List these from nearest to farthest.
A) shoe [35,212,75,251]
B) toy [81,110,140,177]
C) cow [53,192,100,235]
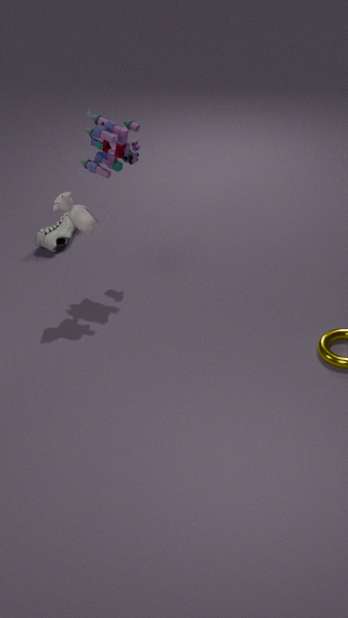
cow [53,192,100,235] → toy [81,110,140,177] → shoe [35,212,75,251]
